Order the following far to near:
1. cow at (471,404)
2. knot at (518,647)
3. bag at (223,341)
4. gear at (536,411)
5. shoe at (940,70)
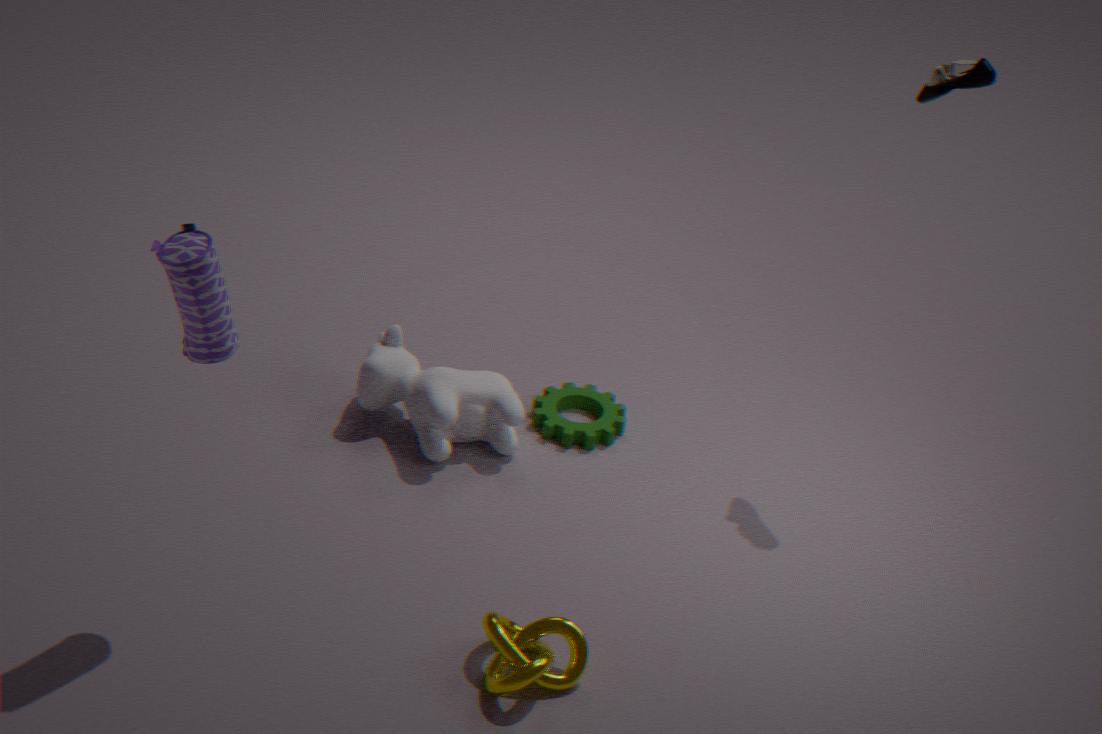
1. gear at (536,411)
2. cow at (471,404)
3. shoe at (940,70)
4. knot at (518,647)
5. bag at (223,341)
